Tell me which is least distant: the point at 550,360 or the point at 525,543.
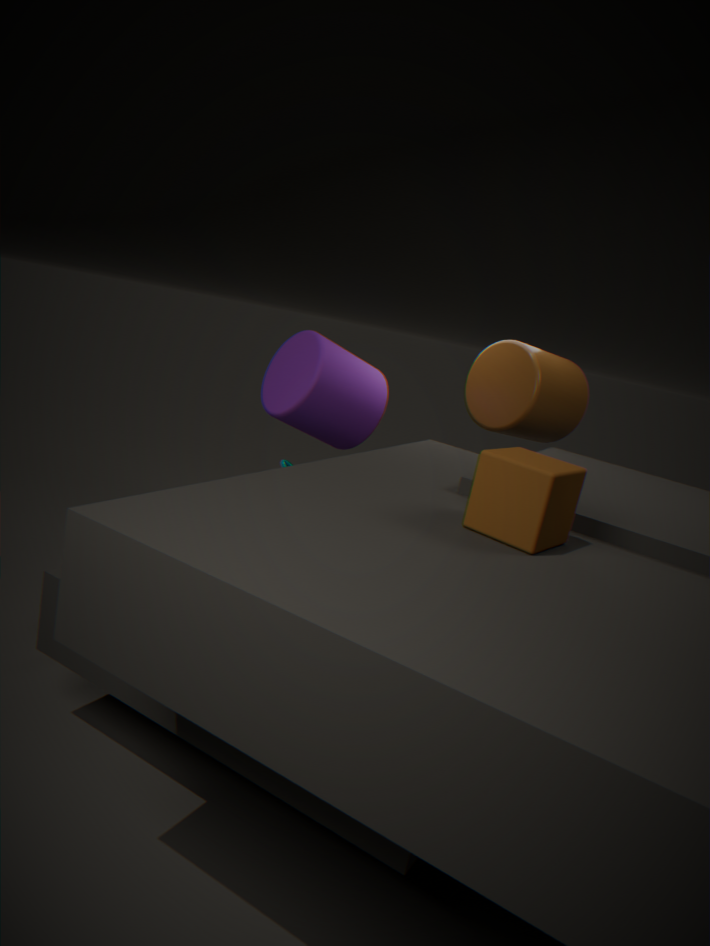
the point at 525,543
